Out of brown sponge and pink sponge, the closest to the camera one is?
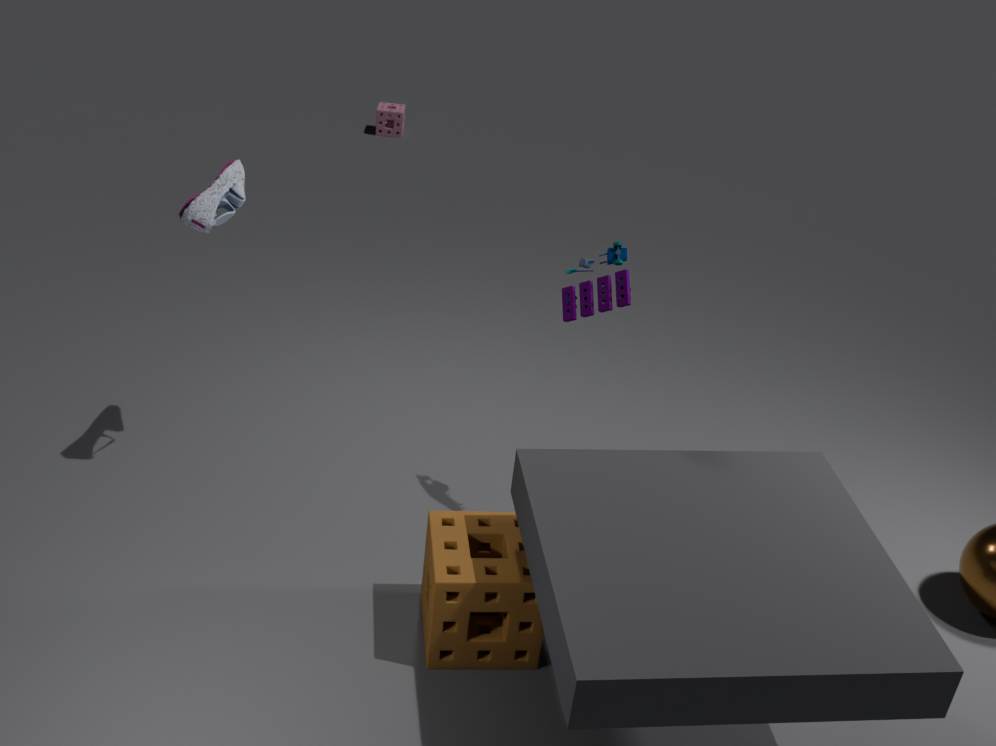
brown sponge
